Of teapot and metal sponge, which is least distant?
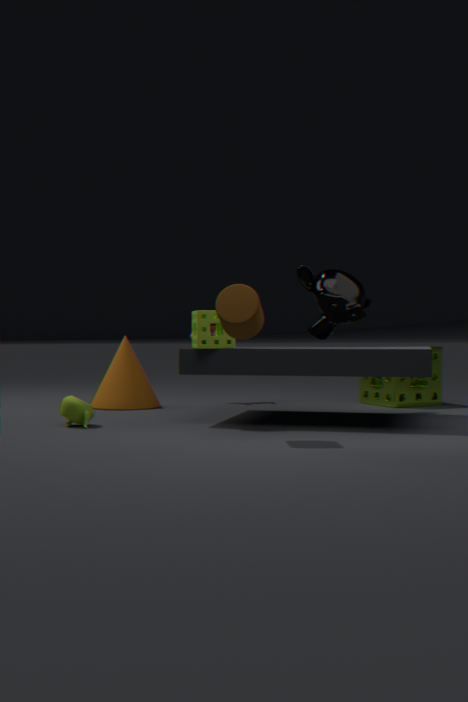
teapot
